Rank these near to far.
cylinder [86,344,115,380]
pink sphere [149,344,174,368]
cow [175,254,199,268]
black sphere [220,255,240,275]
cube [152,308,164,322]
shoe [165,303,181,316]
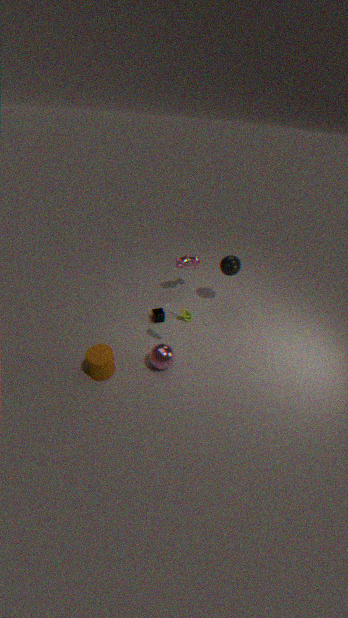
cylinder [86,344,115,380] < pink sphere [149,344,174,368] < shoe [165,303,181,316] < cube [152,308,164,322] < black sphere [220,255,240,275] < cow [175,254,199,268]
